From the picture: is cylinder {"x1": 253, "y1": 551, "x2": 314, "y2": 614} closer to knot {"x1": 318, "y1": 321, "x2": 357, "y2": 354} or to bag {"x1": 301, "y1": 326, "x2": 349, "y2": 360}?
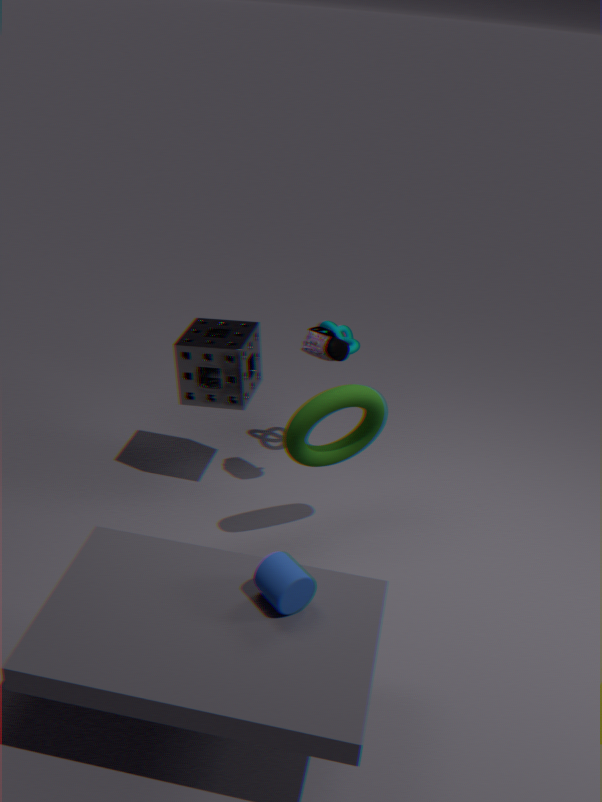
bag {"x1": 301, "y1": 326, "x2": 349, "y2": 360}
